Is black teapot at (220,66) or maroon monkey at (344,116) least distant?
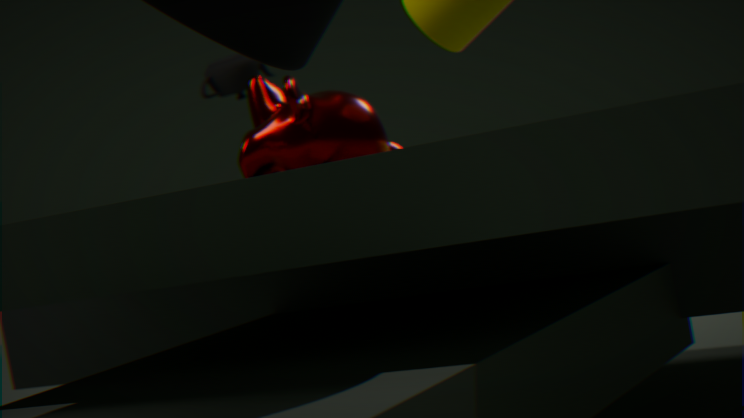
maroon monkey at (344,116)
